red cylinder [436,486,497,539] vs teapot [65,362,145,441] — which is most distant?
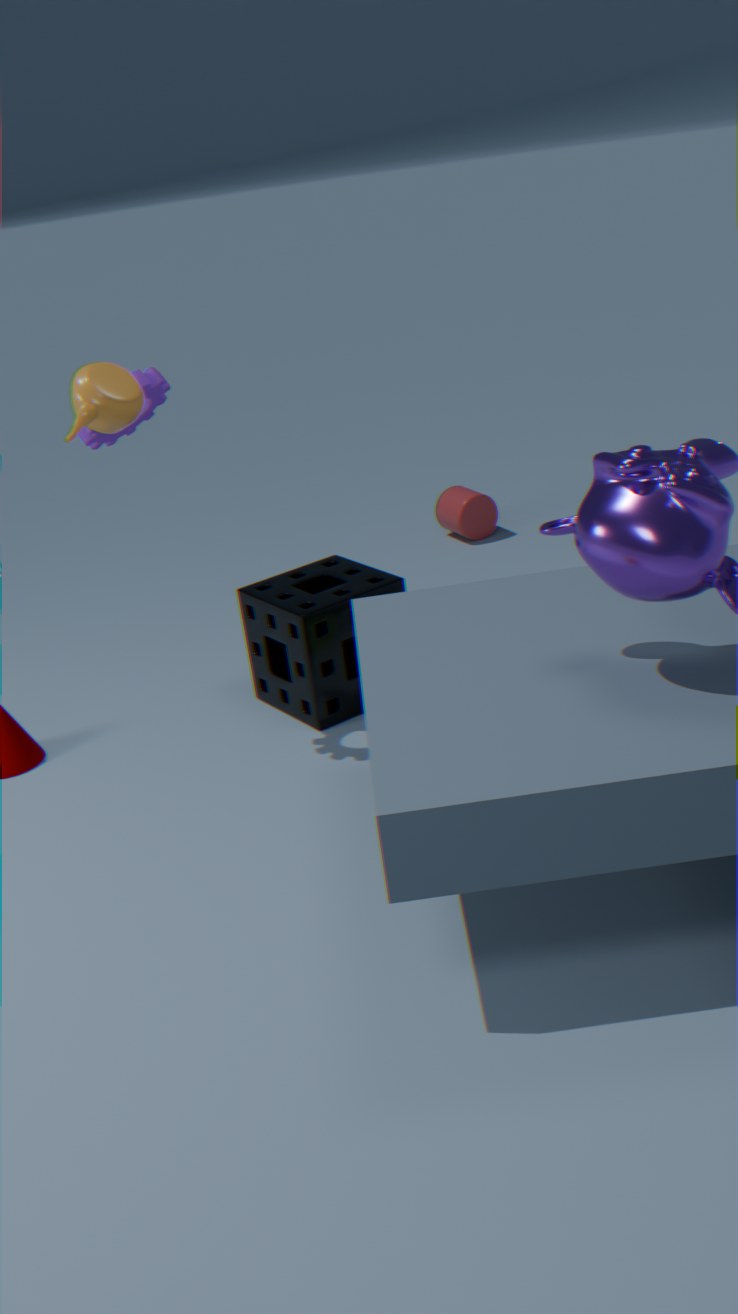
red cylinder [436,486,497,539]
